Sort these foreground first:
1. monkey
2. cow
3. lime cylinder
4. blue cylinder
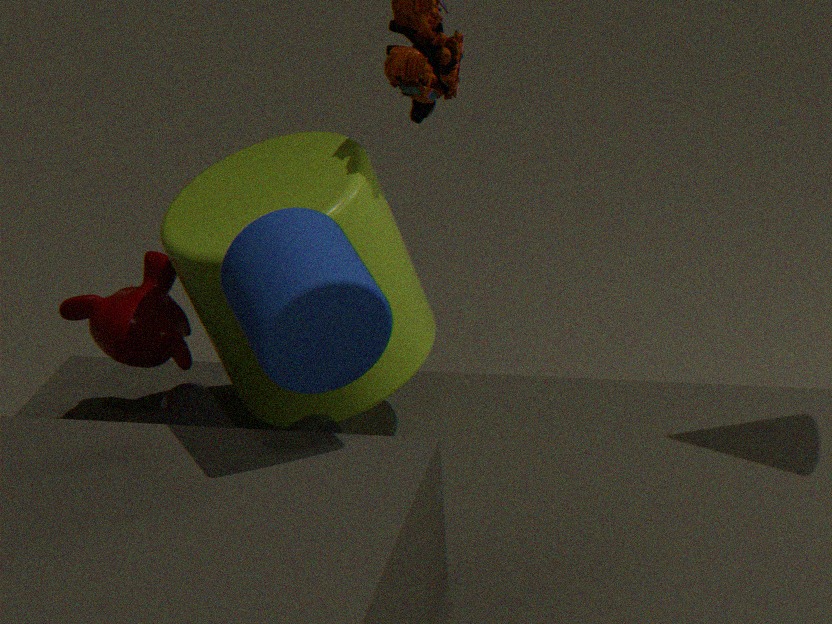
blue cylinder, cow, lime cylinder, monkey
